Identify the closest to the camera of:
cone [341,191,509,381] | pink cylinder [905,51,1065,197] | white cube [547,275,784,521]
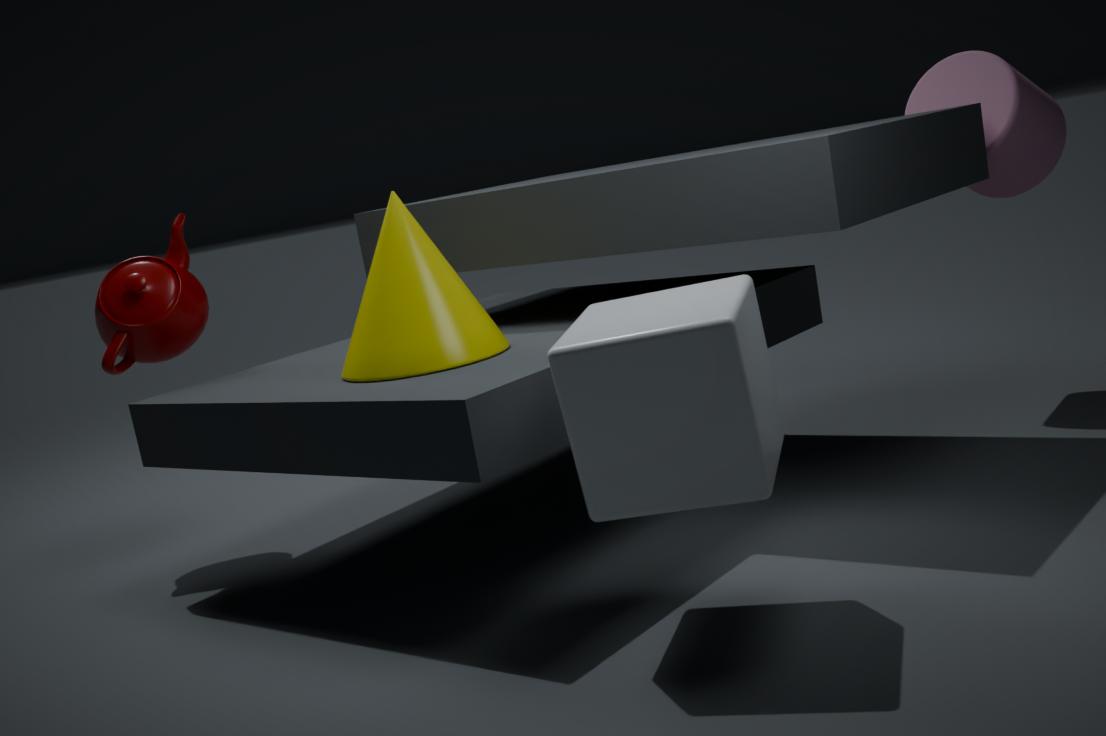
white cube [547,275,784,521]
